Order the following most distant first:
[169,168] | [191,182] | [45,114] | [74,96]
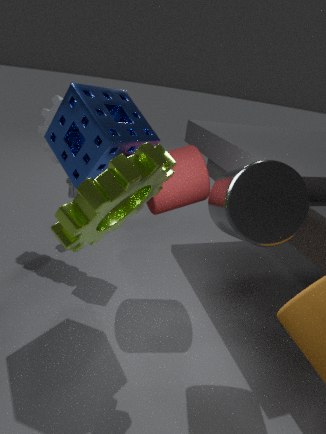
[45,114]
[191,182]
[74,96]
[169,168]
